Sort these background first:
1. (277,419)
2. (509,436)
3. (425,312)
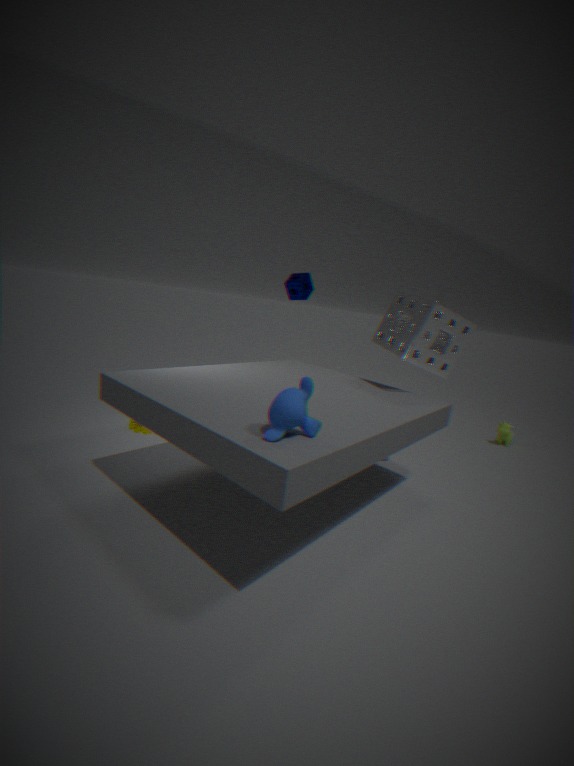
1. (509,436)
2. (425,312)
3. (277,419)
